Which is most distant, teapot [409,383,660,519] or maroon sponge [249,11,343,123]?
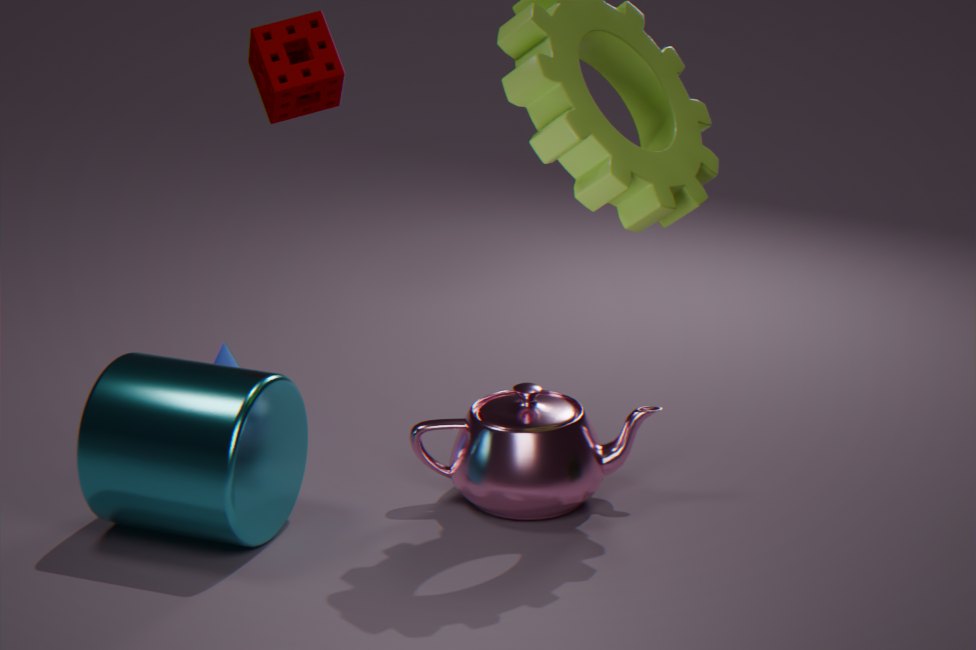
maroon sponge [249,11,343,123]
